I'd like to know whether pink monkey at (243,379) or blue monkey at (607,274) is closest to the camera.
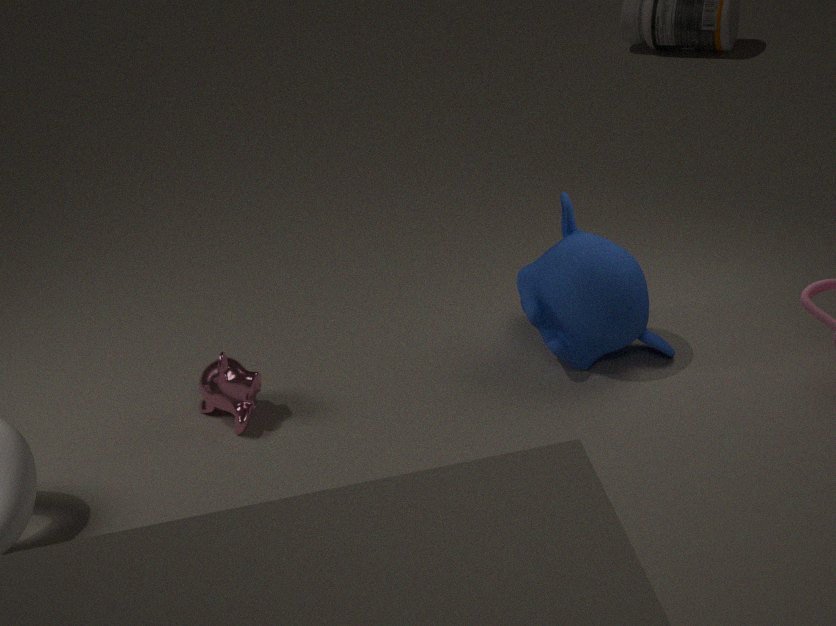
blue monkey at (607,274)
